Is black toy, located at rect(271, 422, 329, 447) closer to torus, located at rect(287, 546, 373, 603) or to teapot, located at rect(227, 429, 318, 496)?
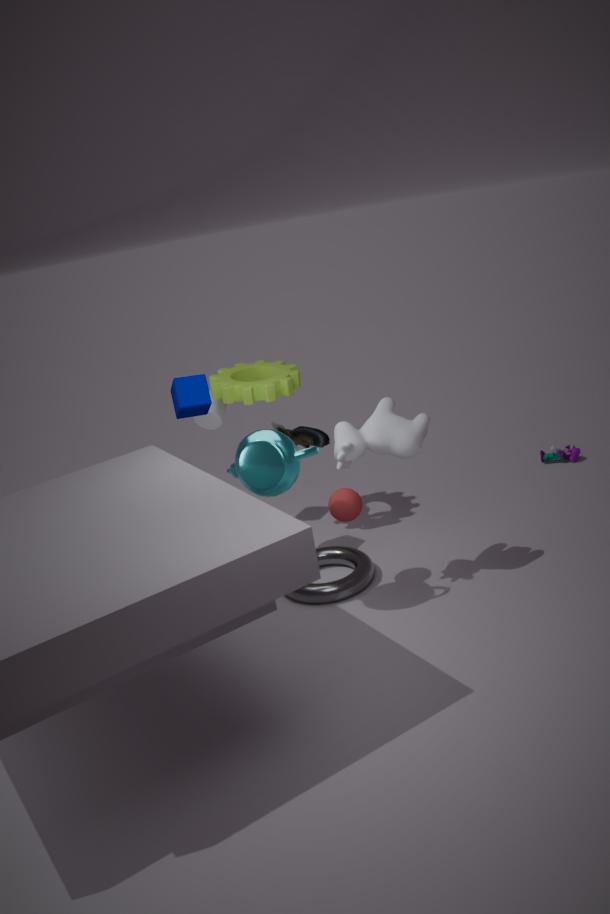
torus, located at rect(287, 546, 373, 603)
